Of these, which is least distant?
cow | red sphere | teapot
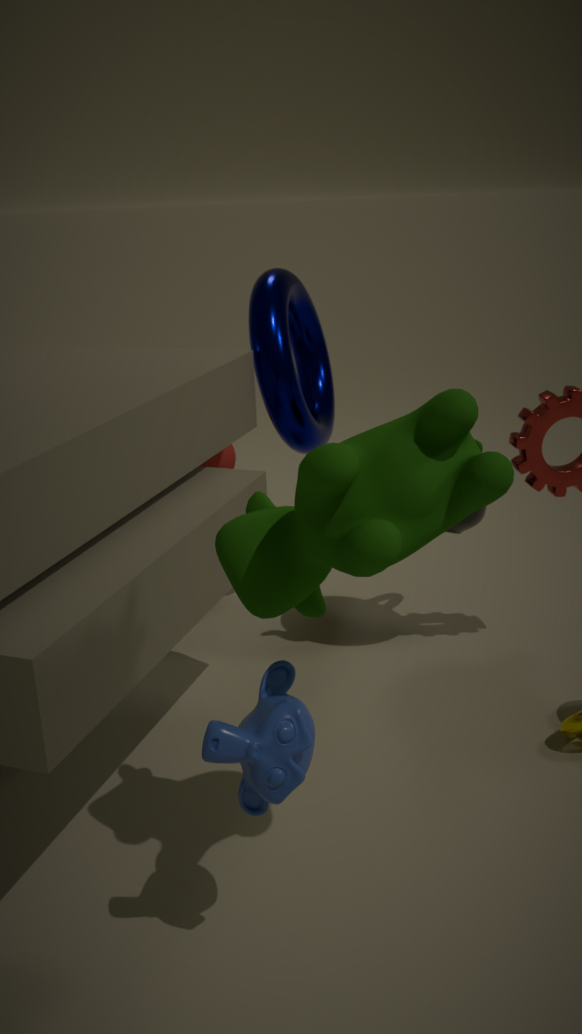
cow
